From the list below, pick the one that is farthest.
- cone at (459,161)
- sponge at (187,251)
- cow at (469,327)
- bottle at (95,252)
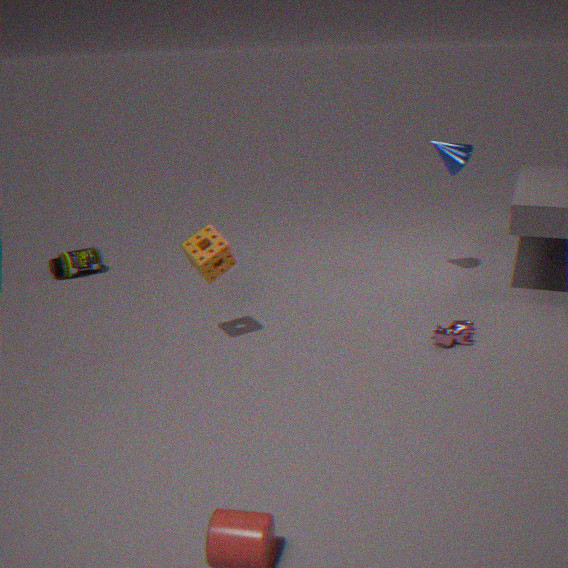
bottle at (95,252)
